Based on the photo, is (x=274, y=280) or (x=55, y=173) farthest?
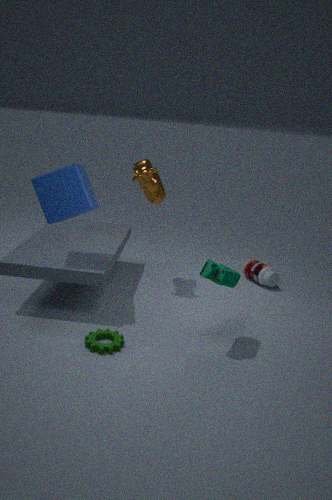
(x=274, y=280)
